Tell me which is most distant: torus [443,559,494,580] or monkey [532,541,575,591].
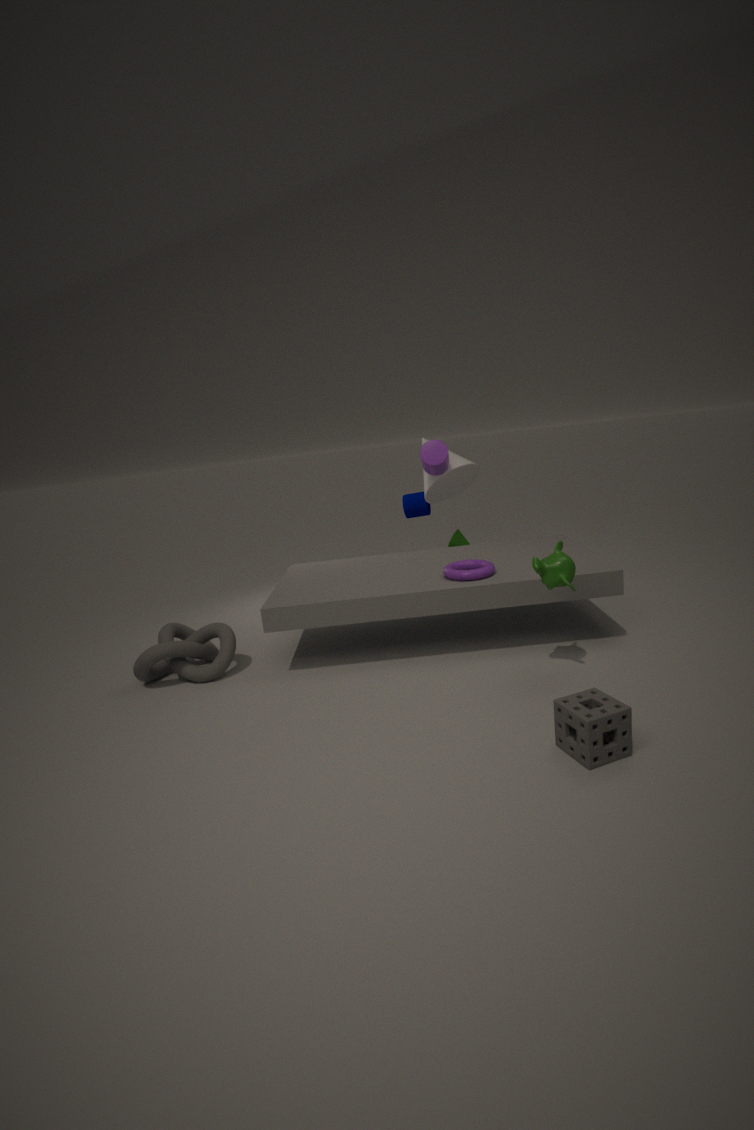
torus [443,559,494,580]
